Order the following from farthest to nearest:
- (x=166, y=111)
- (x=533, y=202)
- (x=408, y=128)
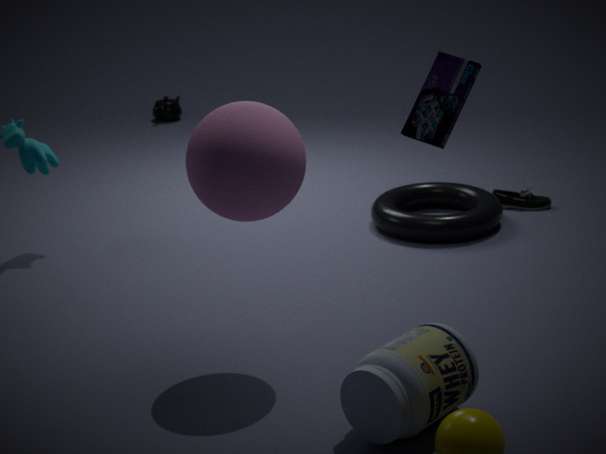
(x=166, y=111), (x=533, y=202), (x=408, y=128)
